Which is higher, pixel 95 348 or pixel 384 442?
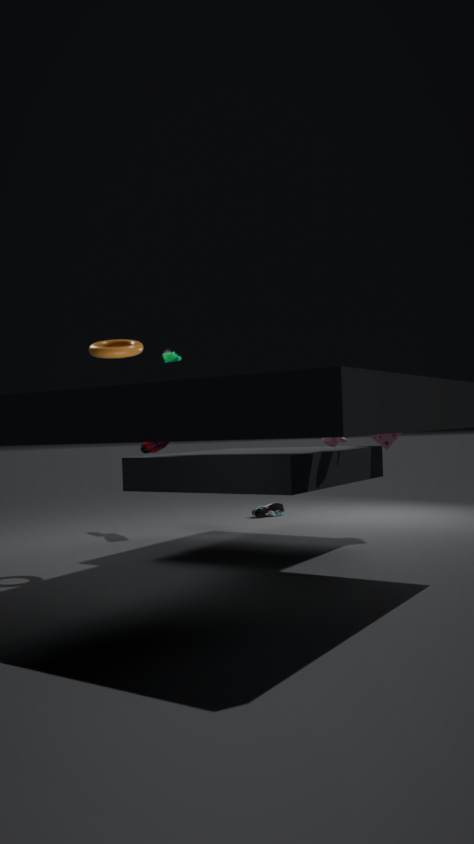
pixel 95 348
